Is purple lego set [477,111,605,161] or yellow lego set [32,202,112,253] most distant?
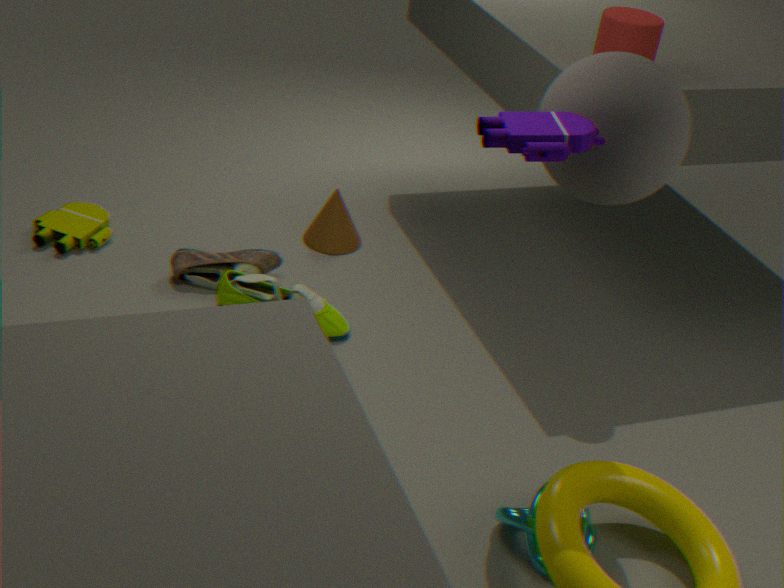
yellow lego set [32,202,112,253]
